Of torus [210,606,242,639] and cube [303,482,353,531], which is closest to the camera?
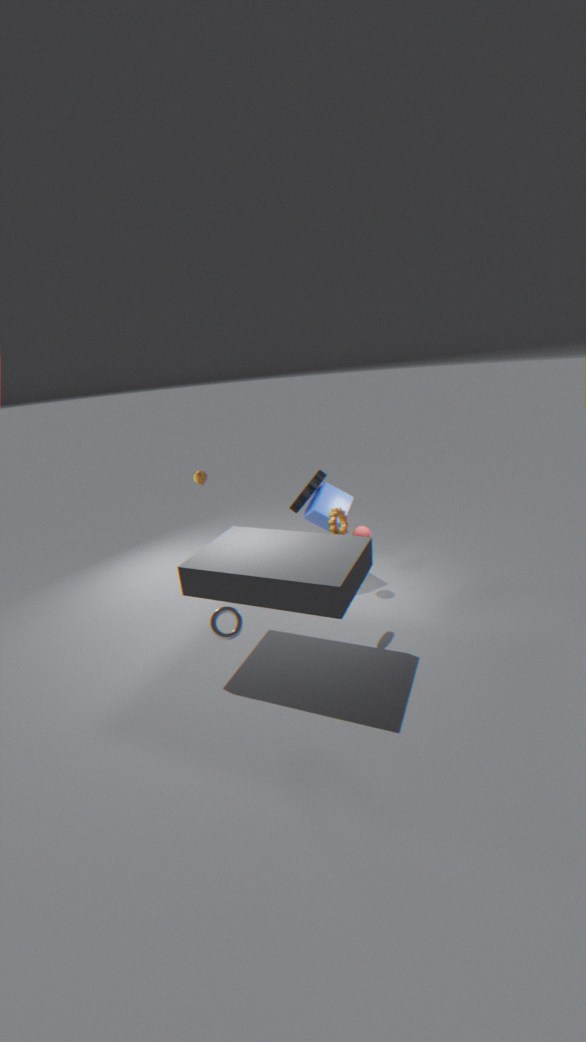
torus [210,606,242,639]
